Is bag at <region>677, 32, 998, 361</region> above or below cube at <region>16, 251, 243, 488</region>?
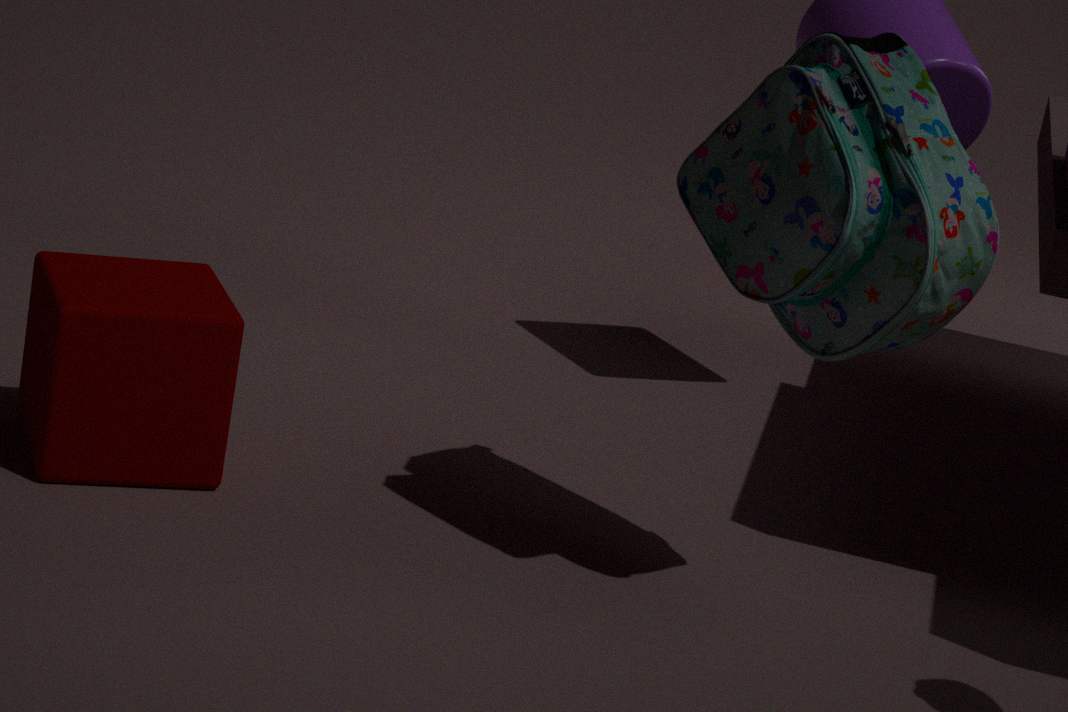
above
